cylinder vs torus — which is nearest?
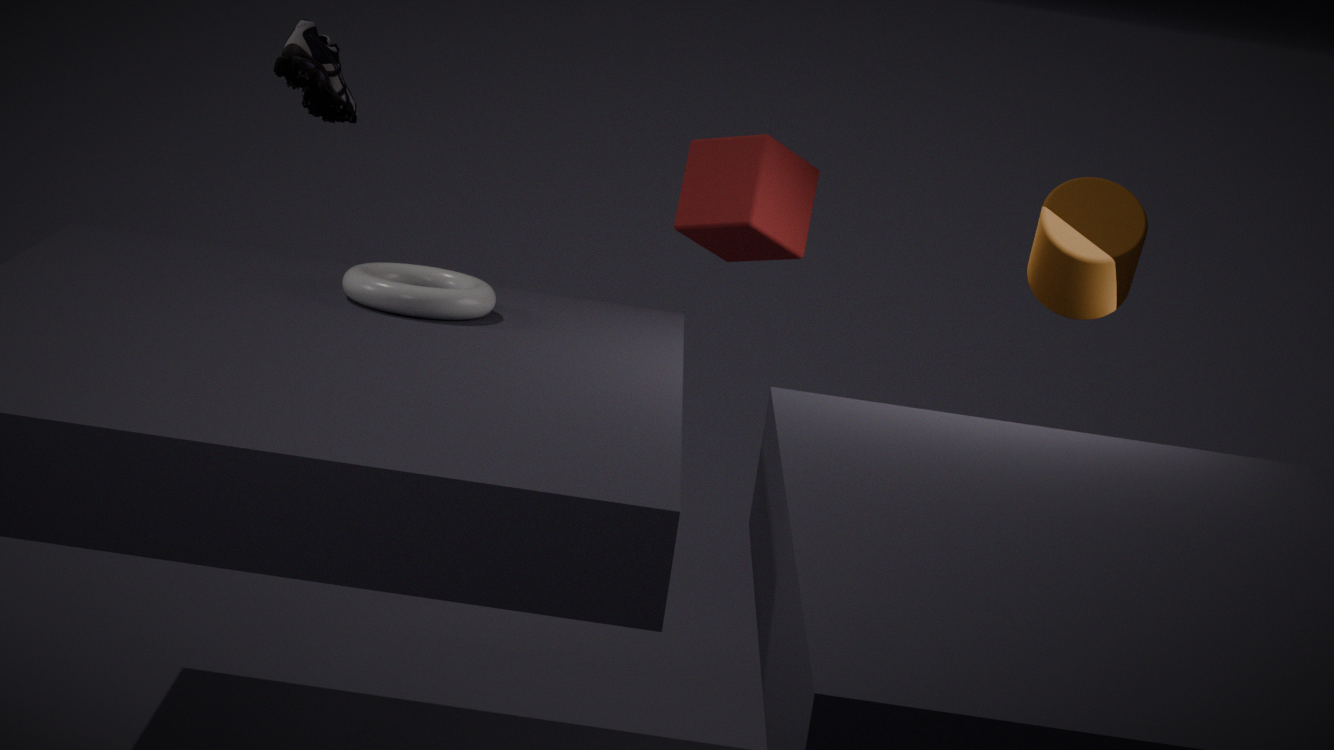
cylinder
